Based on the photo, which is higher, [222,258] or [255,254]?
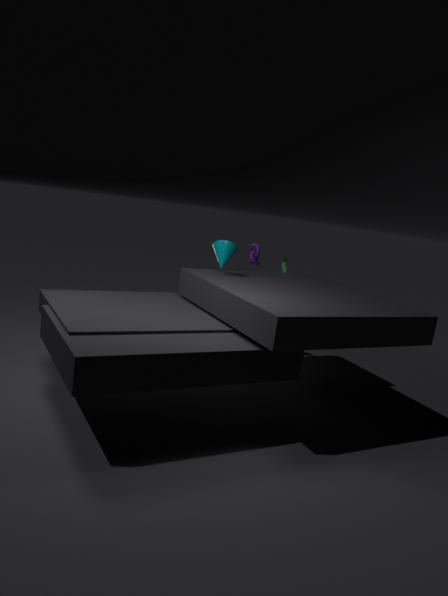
[222,258]
